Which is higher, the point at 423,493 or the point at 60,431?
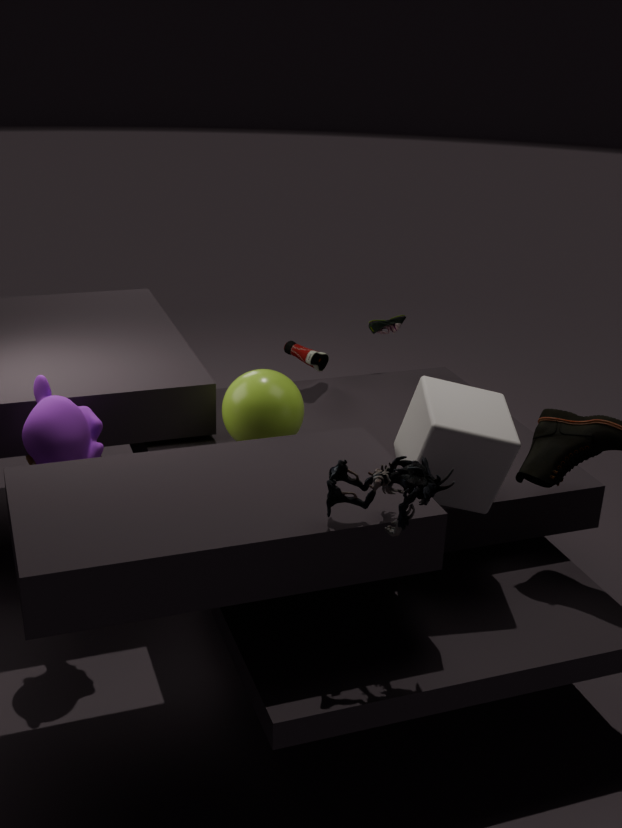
the point at 423,493
